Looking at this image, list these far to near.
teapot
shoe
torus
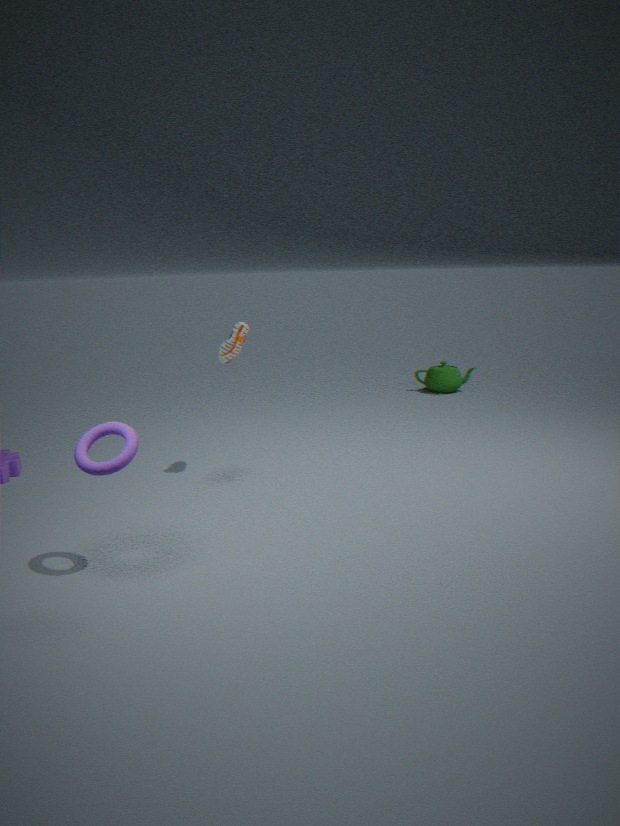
teapot → shoe → torus
